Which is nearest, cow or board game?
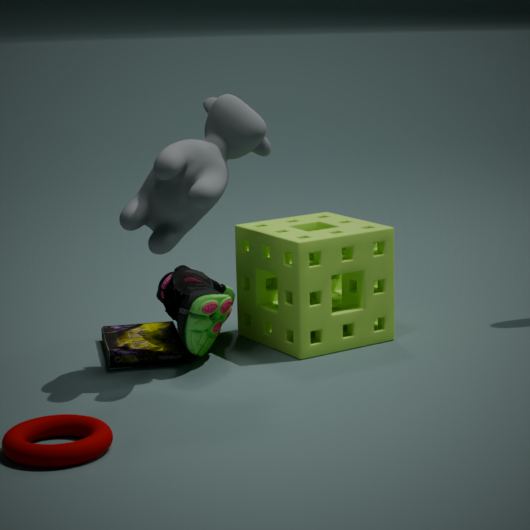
cow
